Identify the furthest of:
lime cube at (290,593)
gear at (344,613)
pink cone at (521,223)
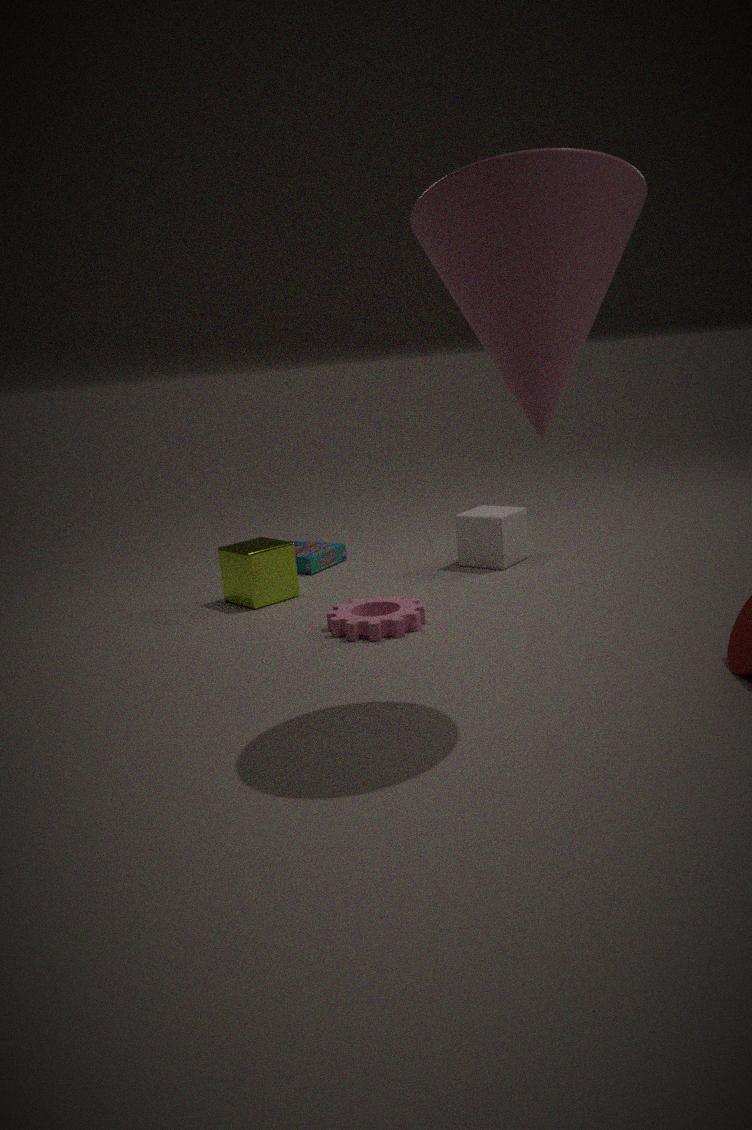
lime cube at (290,593)
